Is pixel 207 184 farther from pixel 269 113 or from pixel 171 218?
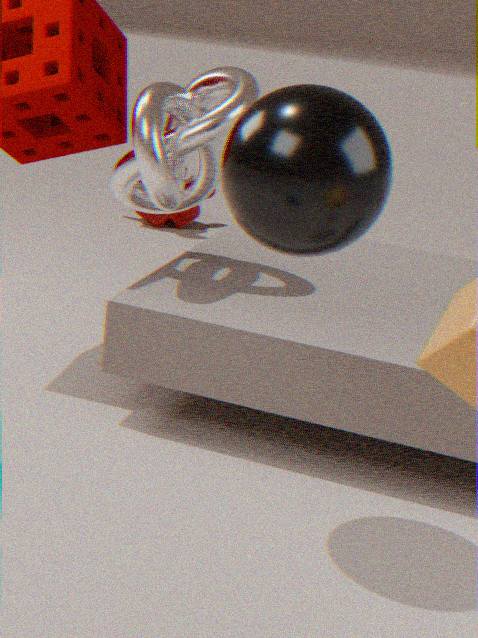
pixel 171 218
